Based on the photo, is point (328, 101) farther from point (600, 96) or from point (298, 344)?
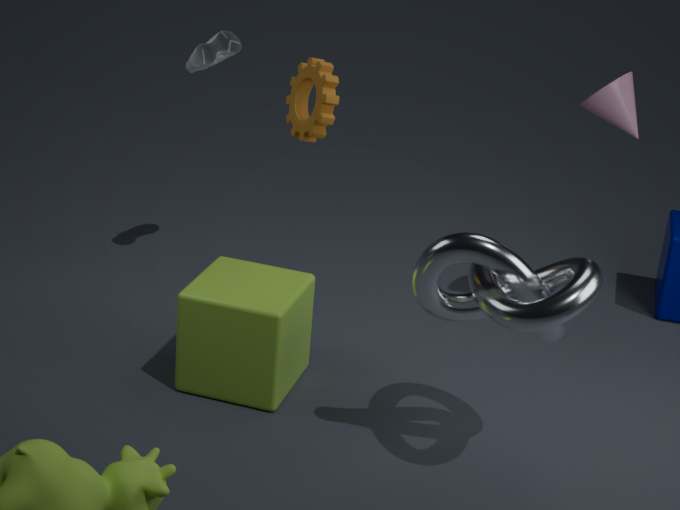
point (600, 96)
